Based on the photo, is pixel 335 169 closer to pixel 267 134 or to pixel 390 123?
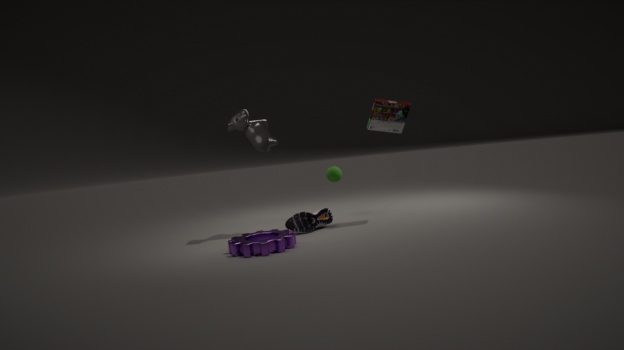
pixel 390 123
